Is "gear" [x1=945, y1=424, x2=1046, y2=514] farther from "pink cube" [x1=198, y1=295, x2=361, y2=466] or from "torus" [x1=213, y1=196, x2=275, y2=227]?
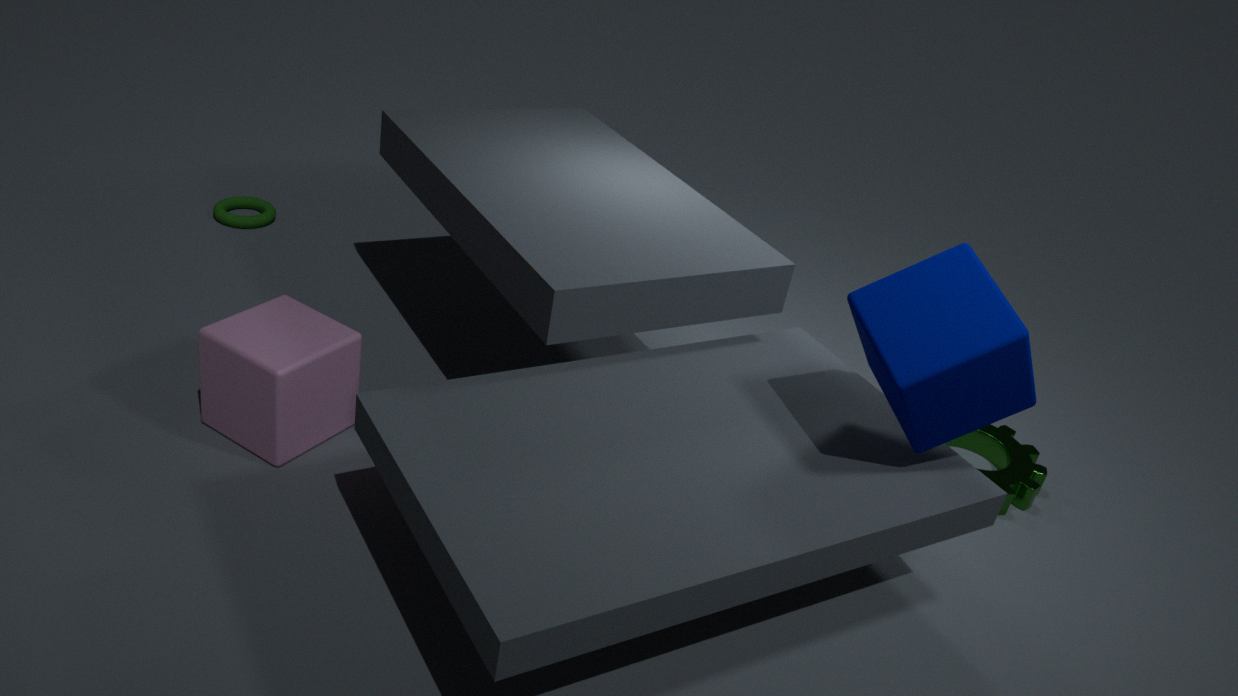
"torus" [x1=213, y1=196, x2=275, y2=227]
